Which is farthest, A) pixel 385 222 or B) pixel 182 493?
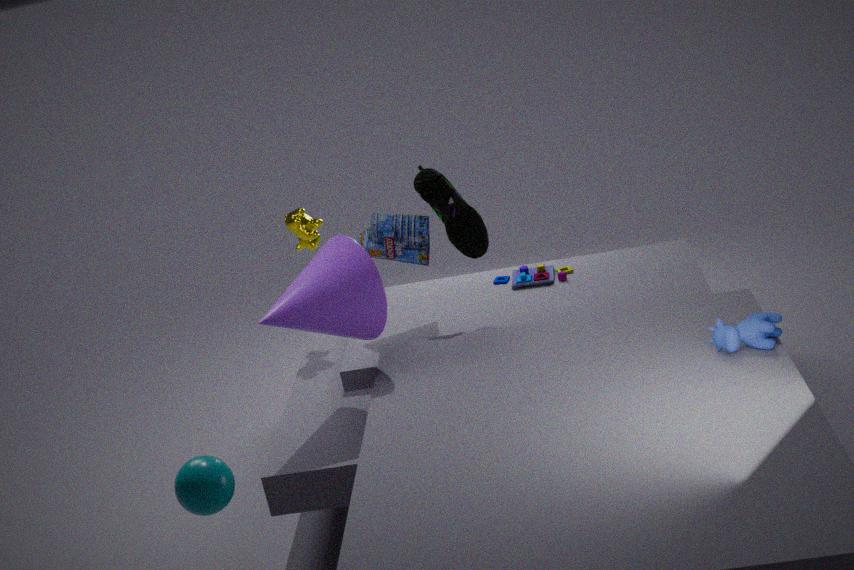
A. pixel 385 222
